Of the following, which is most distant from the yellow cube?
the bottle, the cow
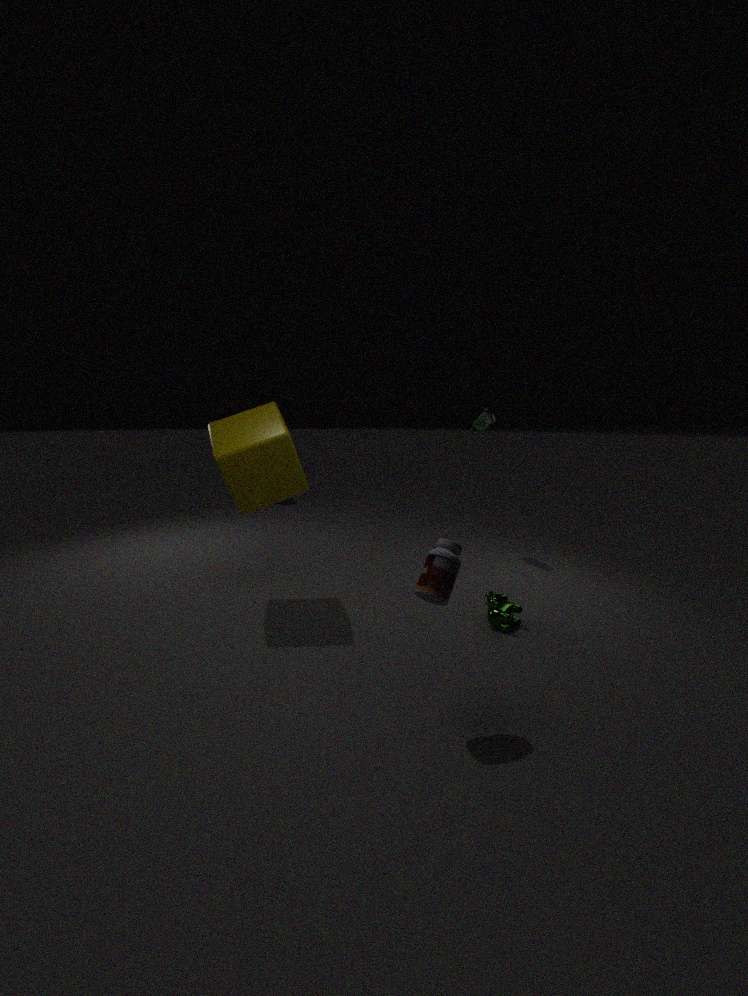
the cow
